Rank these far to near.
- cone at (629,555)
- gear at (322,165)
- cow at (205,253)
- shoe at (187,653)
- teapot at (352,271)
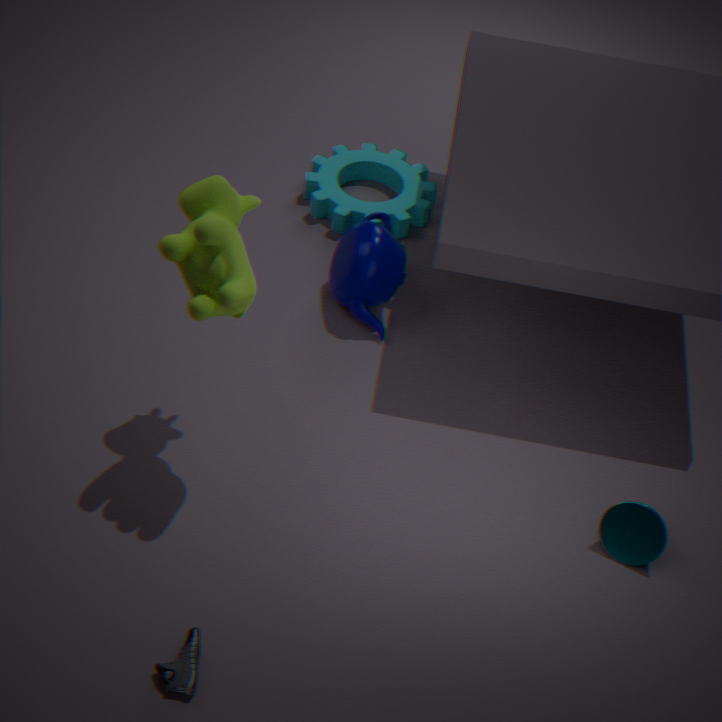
gear at (322,165)
teapot at (352,271)
cone at (629,555)
cow at (205,253)
shoe at (187,653)
